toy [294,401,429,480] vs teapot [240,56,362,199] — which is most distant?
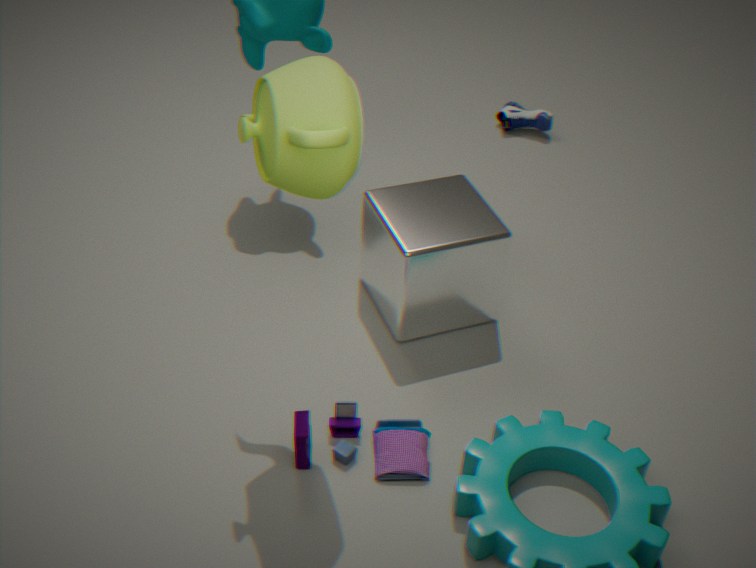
toy [294,401,429,480]
